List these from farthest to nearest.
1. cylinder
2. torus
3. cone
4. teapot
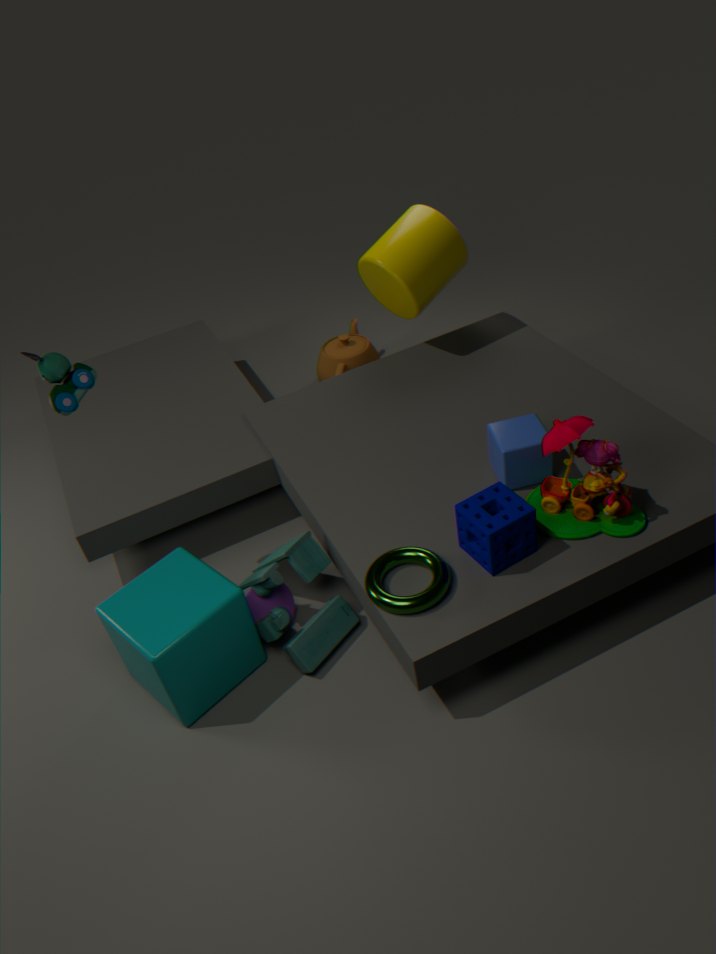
teapot → cylinder → cone → torus
